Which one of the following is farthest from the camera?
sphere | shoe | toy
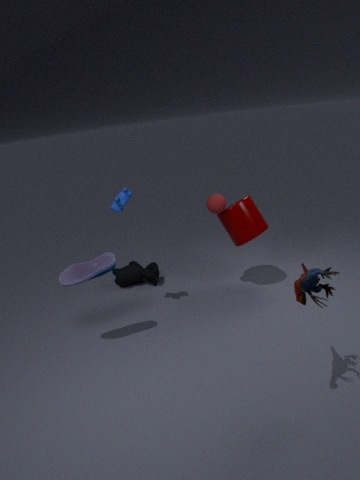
sphere
